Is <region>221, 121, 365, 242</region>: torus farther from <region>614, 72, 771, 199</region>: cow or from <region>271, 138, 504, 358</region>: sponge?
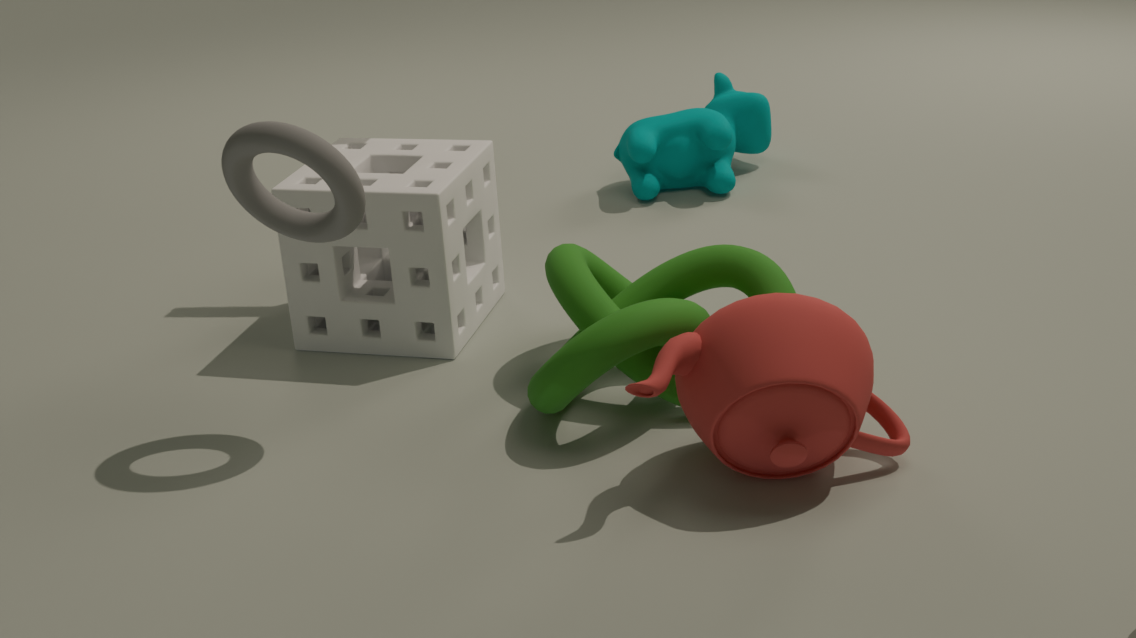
<region>614, 72, 771, 199</region>: cow
